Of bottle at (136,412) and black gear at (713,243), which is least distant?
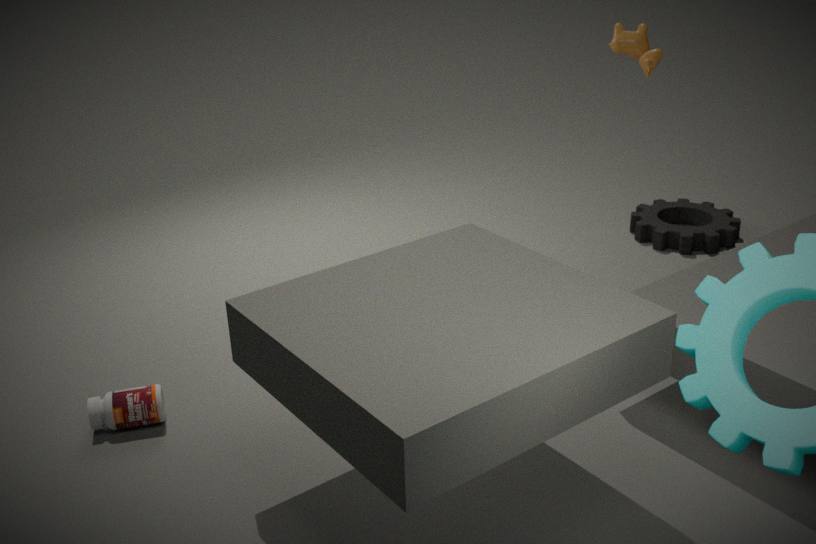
bottle at (136,412)
